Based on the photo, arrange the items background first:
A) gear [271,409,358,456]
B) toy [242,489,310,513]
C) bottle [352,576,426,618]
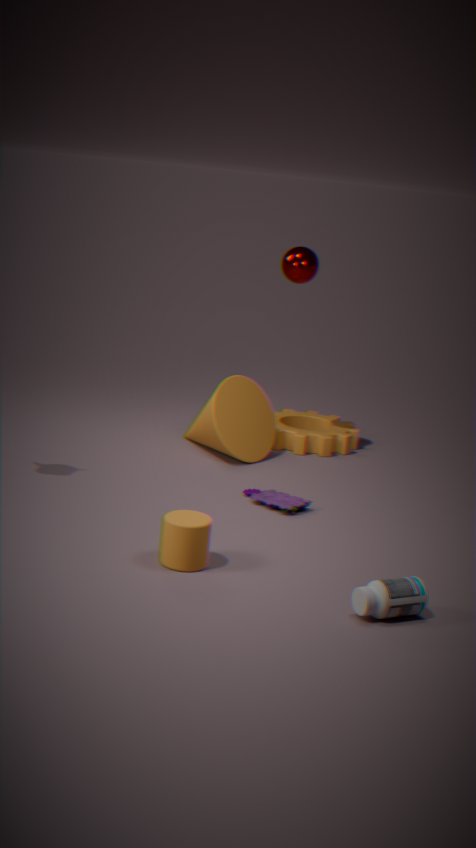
gear [271,409,358,456] < toy [242,489,310,513] < bottle [352,576,426,618]
